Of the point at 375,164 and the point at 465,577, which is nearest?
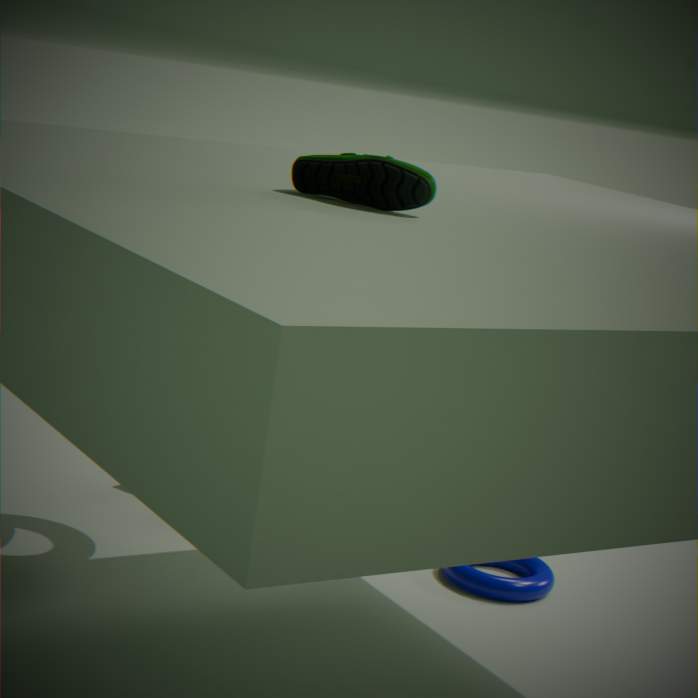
the point at 375,164
